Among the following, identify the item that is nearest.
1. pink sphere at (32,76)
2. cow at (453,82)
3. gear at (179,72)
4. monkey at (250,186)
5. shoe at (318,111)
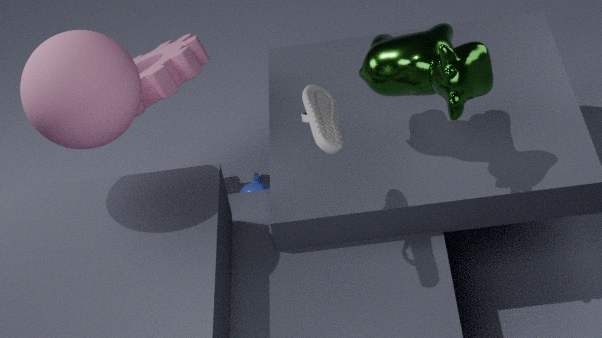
shoe at (318,111)
